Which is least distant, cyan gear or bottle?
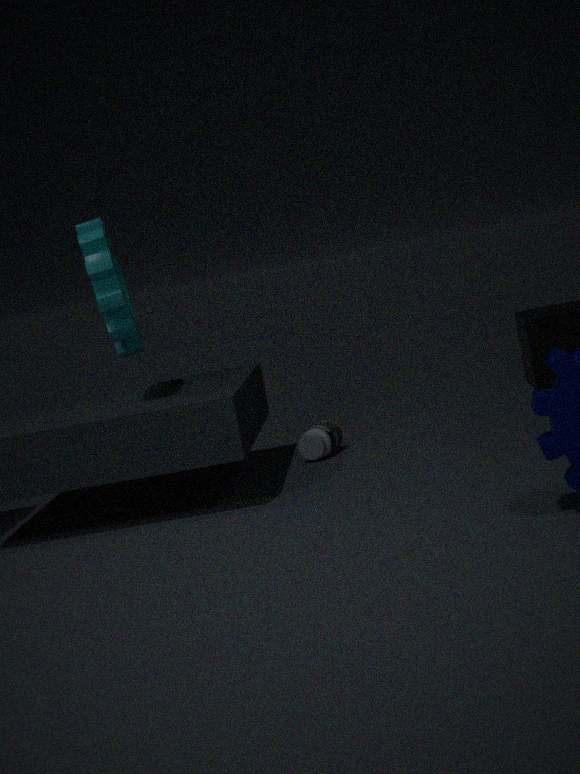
cyan gear
